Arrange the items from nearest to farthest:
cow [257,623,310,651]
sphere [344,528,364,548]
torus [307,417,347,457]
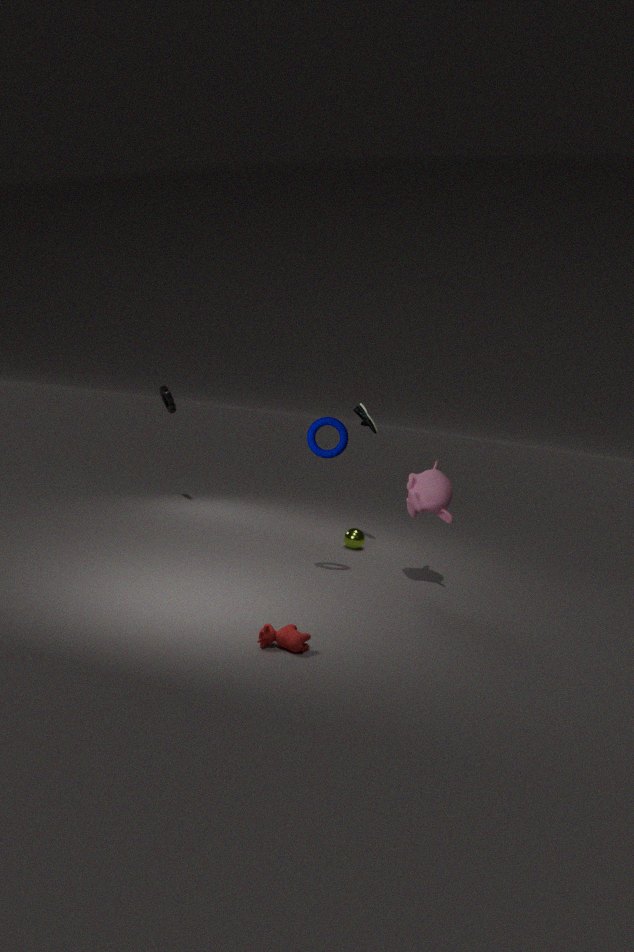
cow [257,623,310,651], torus [307,417,347,457], sphere [344,528,364,548]
